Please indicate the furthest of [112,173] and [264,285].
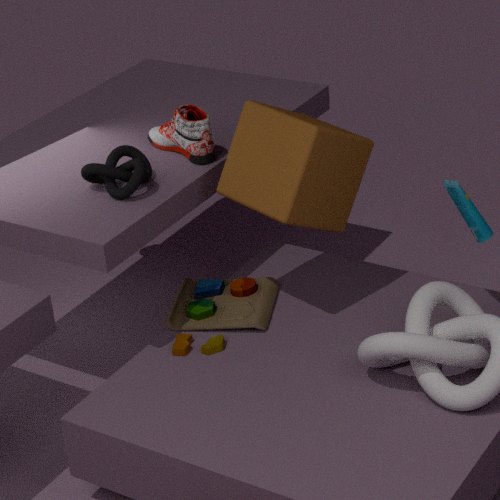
[264,285]
